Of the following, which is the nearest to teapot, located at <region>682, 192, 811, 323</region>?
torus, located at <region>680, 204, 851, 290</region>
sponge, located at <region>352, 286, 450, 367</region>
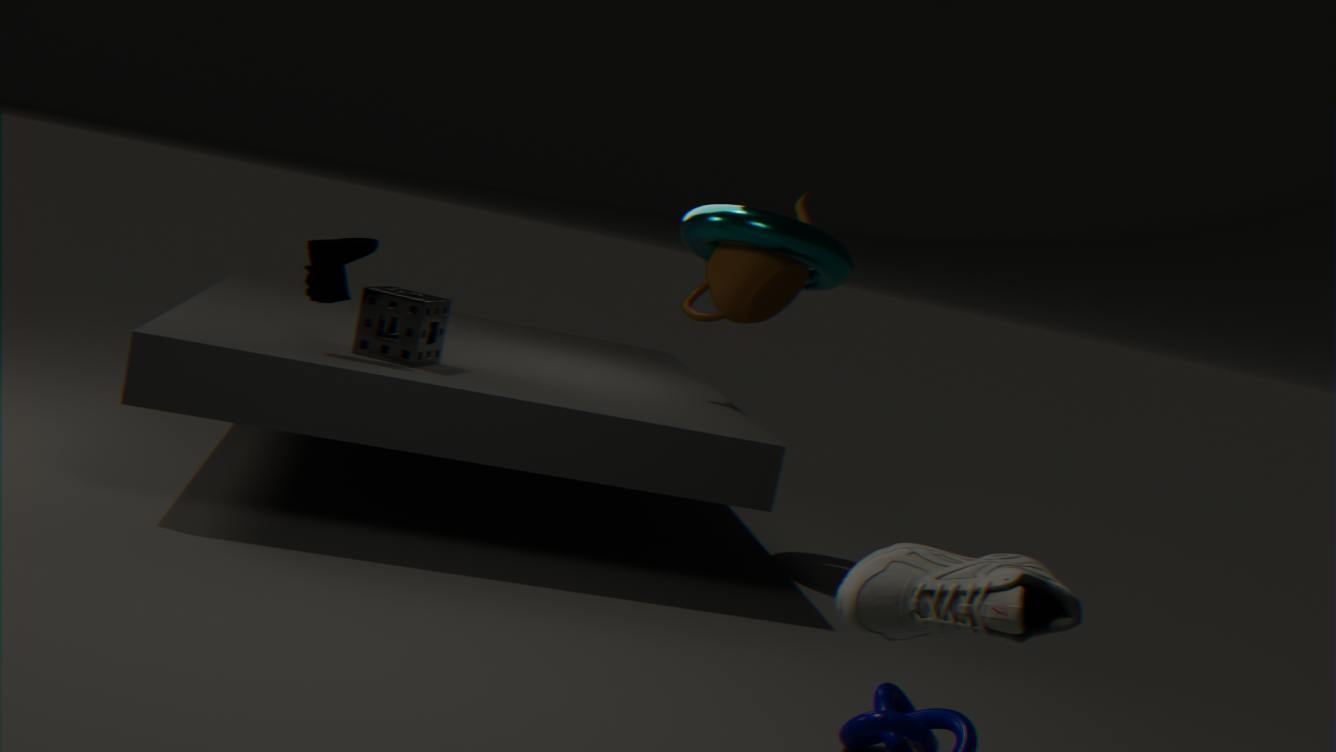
torus, located at <region>680, 204, 851, 290</region>
